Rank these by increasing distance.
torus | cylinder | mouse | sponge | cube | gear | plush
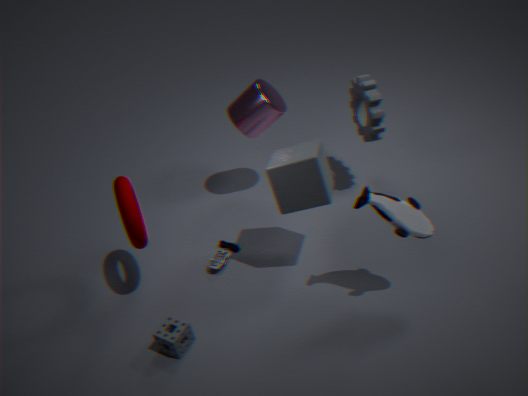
plush
cube
sponge
torus
mouse
gear
cylinder
